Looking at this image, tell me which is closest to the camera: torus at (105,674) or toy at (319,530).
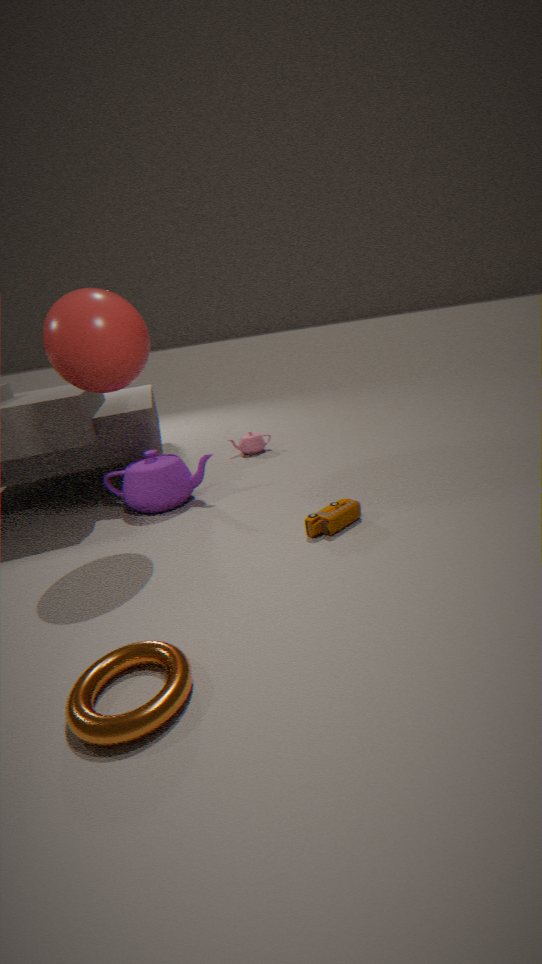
torus at (105,674)
